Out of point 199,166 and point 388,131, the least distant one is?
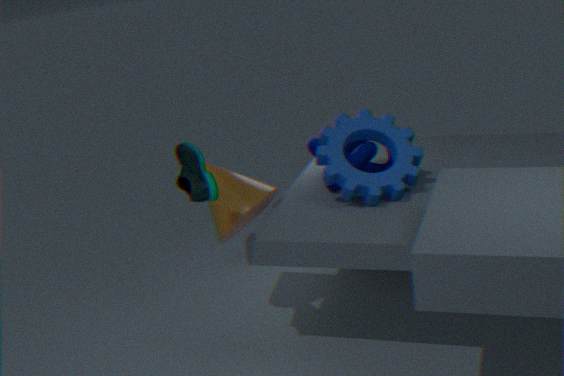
point 199,166
